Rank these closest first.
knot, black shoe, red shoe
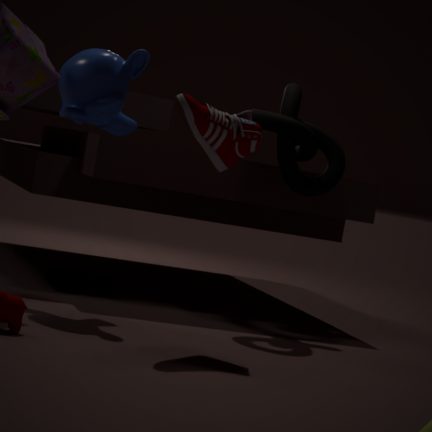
1. red shoe
2. knot
3. black shoe
